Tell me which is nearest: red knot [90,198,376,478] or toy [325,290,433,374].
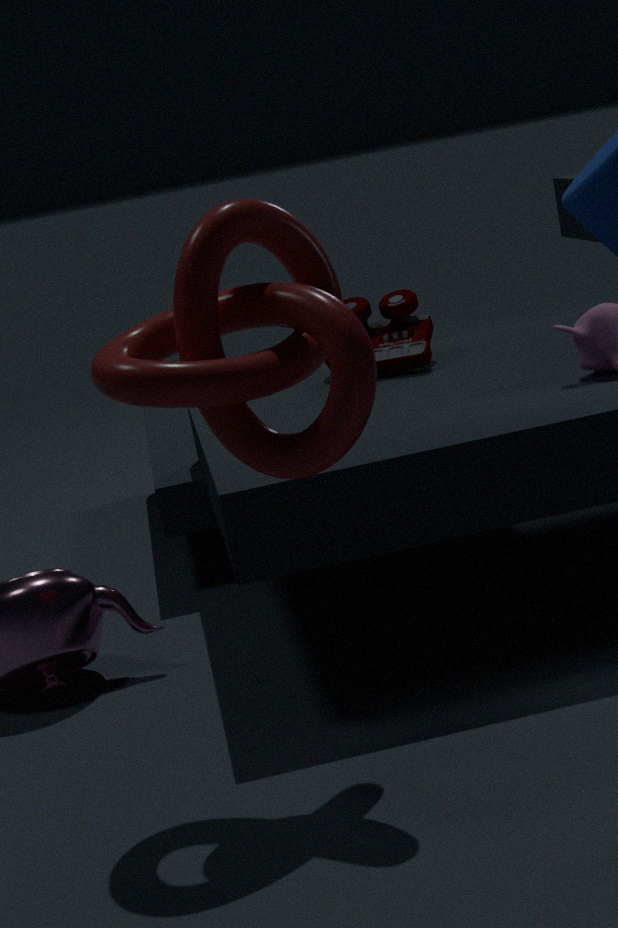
red knot [90,198,376,478]
